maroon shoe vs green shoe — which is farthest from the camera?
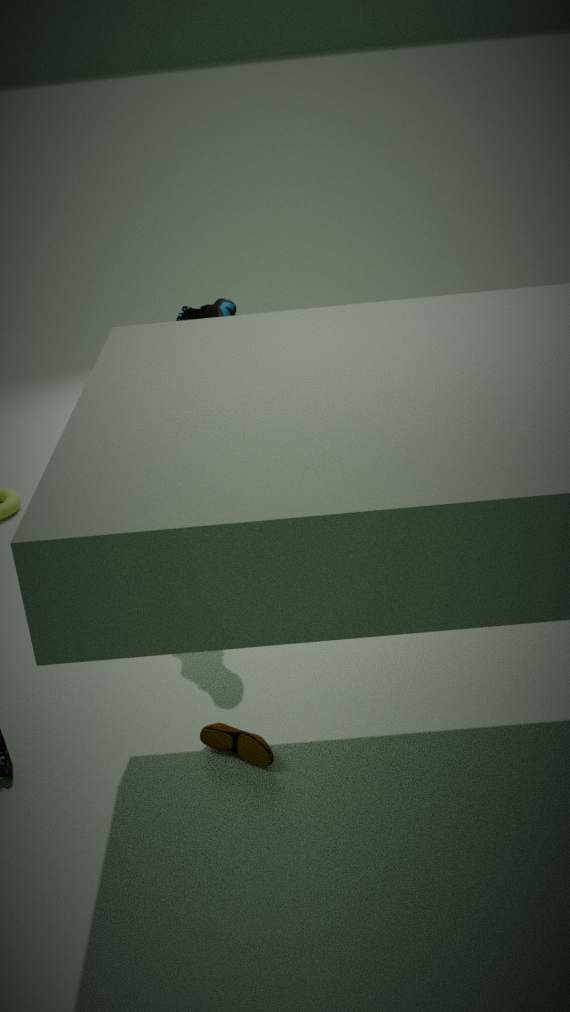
green shoe
